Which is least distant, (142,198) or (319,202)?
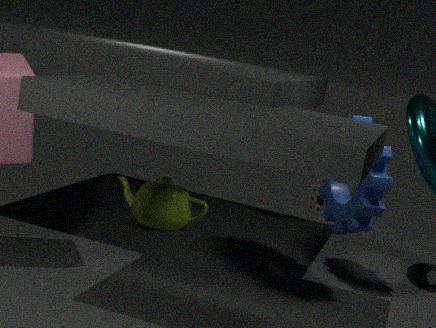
(142,198)
